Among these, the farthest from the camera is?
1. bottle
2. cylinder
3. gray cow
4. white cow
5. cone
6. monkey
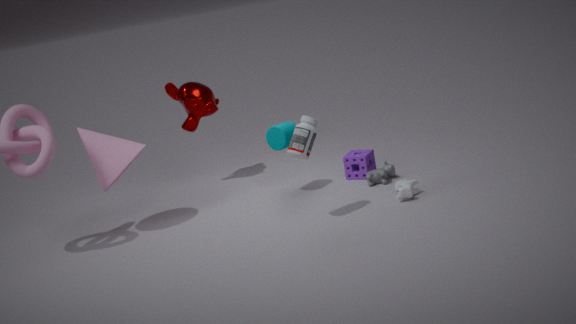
monkey
